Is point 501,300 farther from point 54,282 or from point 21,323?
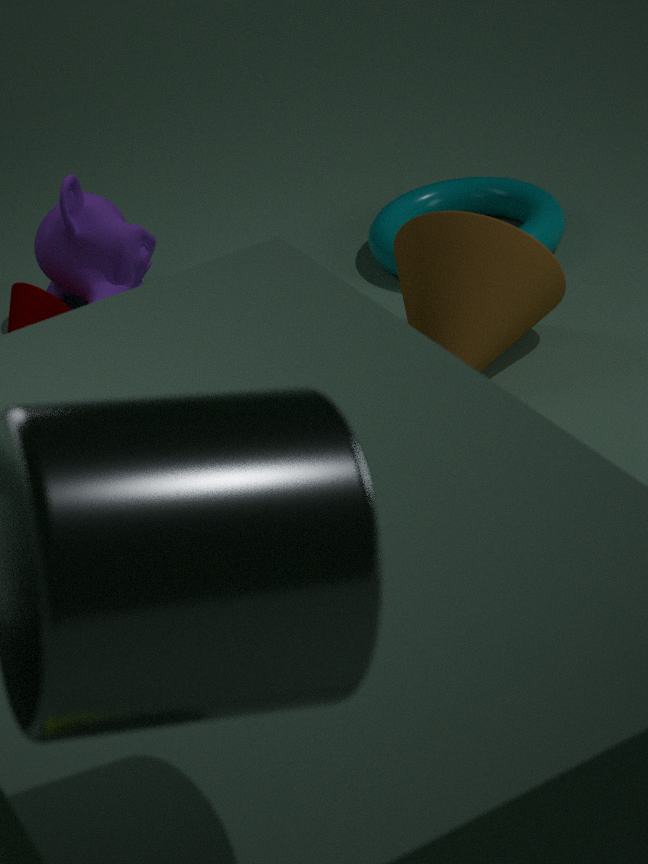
point 21,323
